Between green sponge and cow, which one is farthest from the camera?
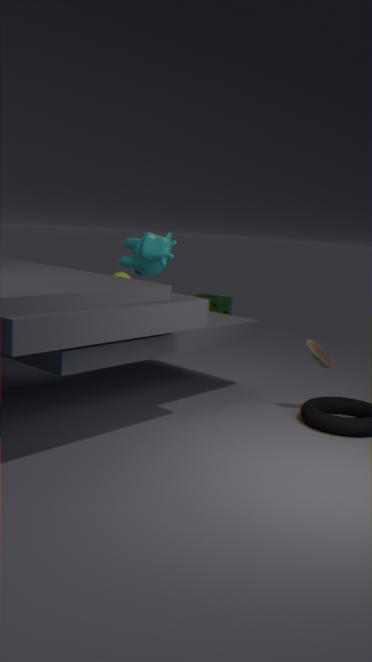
green sponge
